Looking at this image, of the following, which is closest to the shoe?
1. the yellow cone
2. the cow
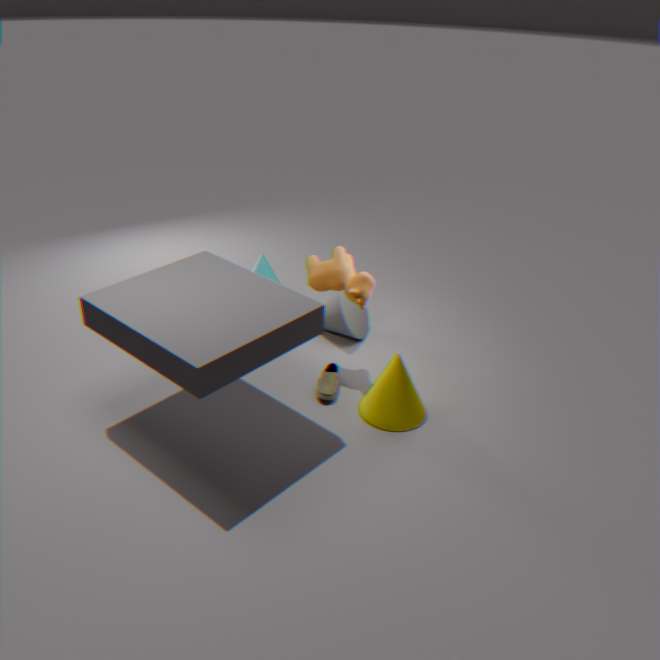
the yellow cone
